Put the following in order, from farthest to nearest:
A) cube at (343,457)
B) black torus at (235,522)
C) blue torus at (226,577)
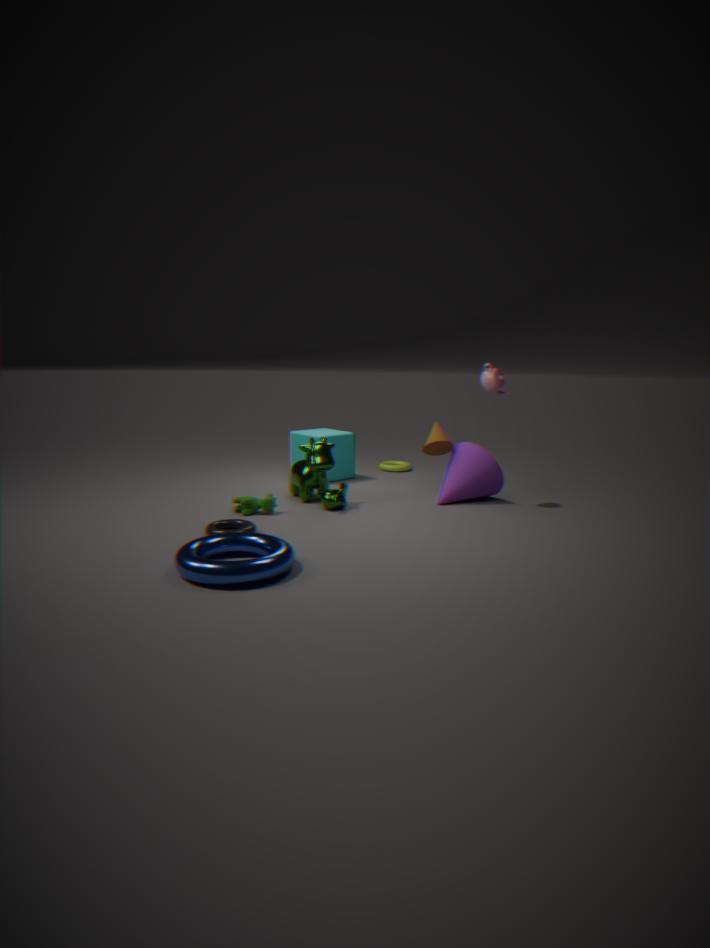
cube at (343,457), black torus at (235,522), blue torus at (226,577)
